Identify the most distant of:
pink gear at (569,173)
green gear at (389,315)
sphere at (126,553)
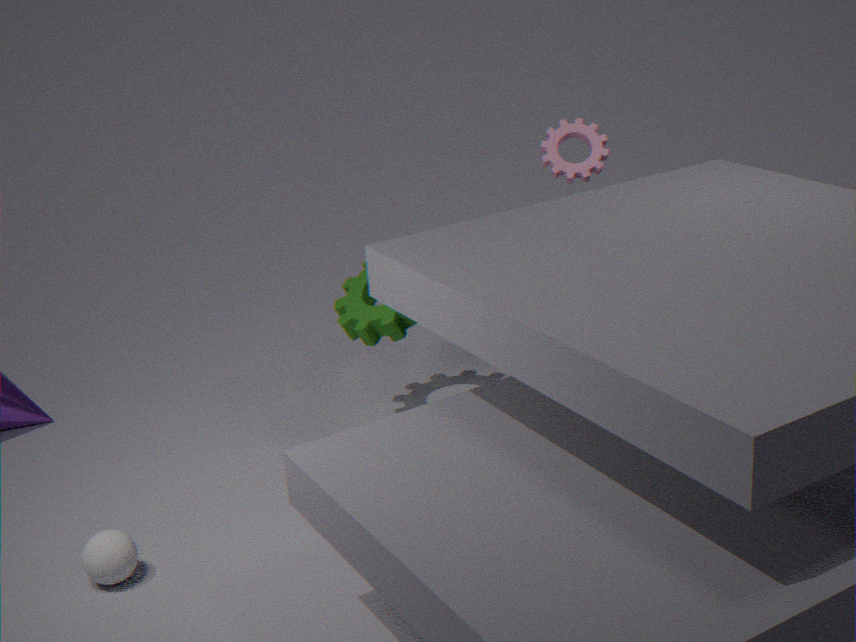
pink gear at (569,173)
